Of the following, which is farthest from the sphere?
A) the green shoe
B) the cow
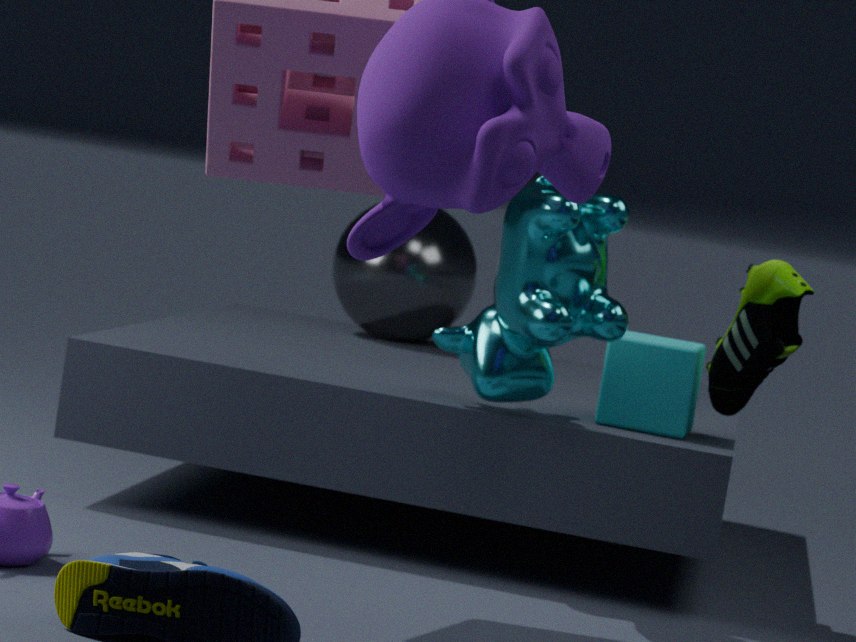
the green shoe
